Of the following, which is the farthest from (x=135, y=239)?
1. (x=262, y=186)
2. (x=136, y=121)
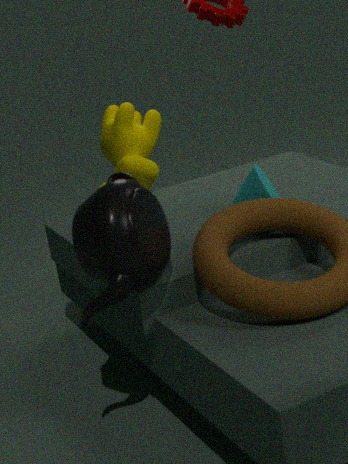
(x=136, y=121)
